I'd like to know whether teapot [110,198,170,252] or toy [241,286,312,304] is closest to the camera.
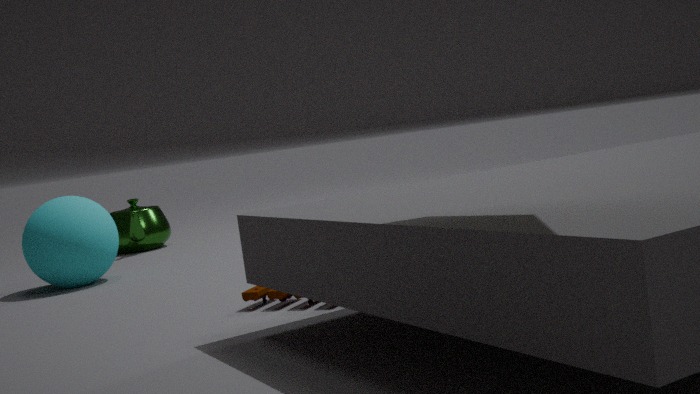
toy [241,286,312,304]
